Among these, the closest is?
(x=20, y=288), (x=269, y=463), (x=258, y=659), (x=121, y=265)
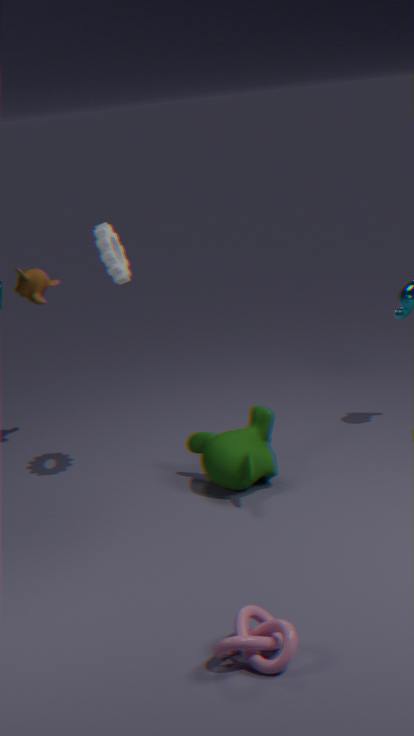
(x=258, y=659)
